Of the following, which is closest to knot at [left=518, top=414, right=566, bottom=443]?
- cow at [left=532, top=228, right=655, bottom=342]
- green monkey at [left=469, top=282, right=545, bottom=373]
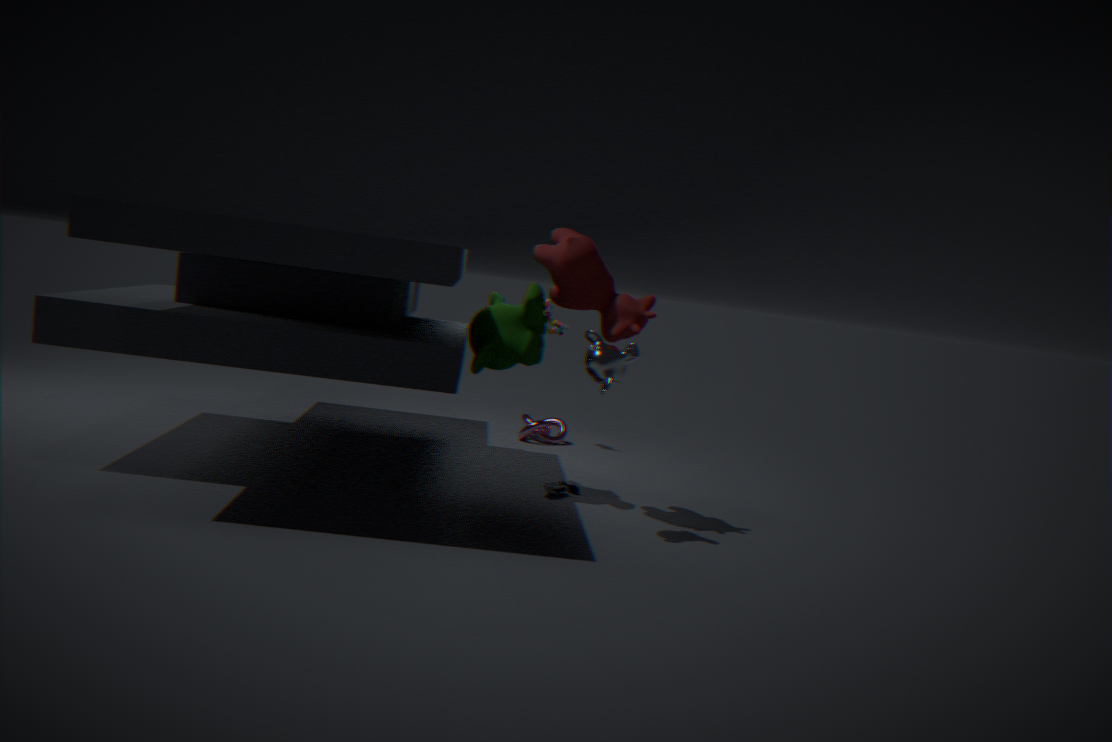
green monkey at [left=469, top=282, right=545, bottom=373]
